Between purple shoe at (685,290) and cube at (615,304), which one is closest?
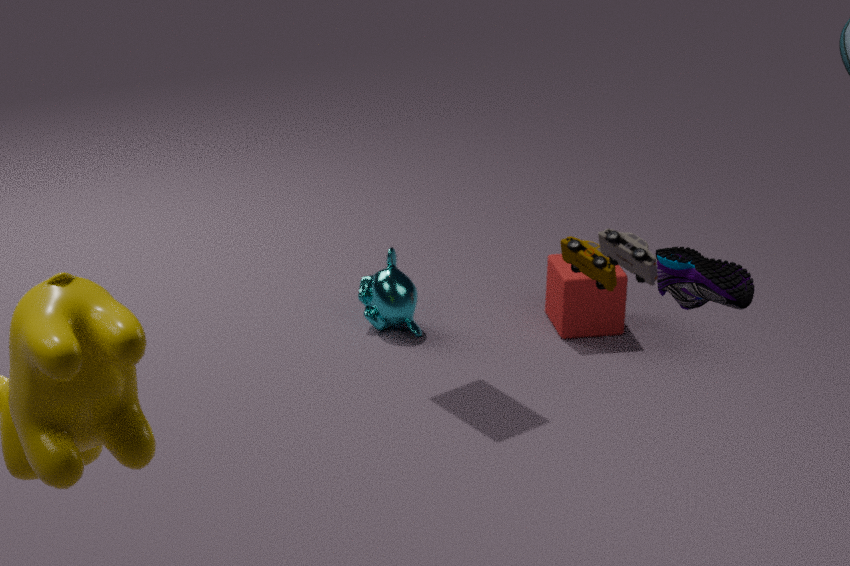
purple shoe at (685,290)
